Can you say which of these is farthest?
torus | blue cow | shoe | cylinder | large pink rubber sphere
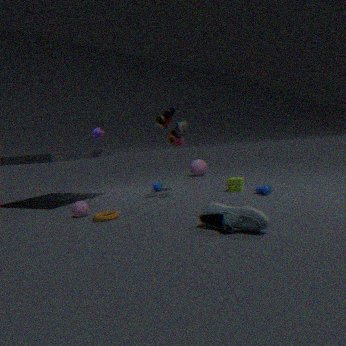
large pink rubber sphere
